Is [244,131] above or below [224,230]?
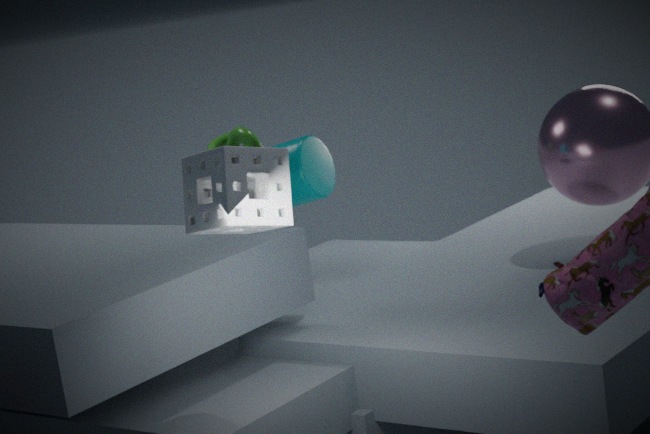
below
